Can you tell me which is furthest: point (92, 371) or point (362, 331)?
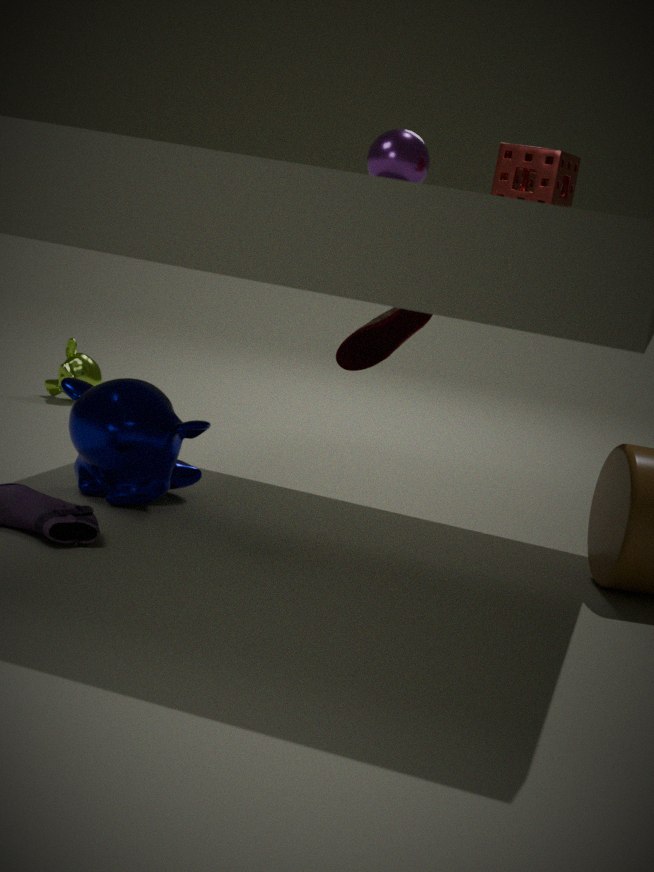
point (92, 371)
